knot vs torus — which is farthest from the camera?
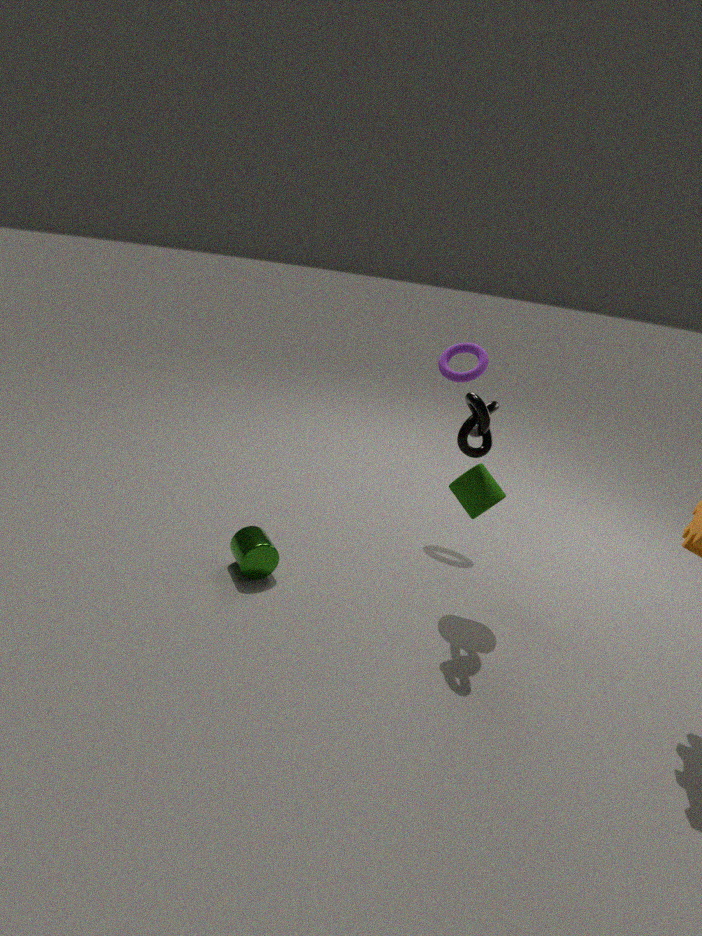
torus
